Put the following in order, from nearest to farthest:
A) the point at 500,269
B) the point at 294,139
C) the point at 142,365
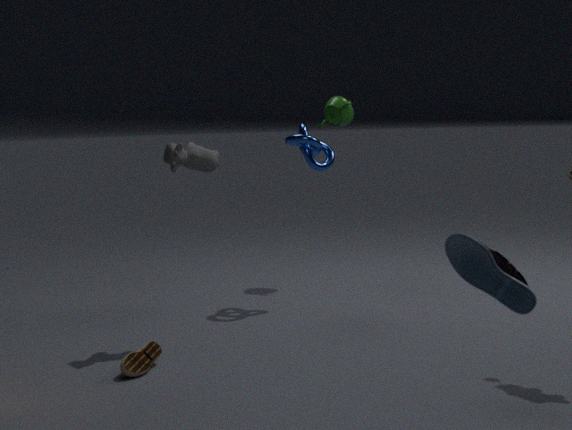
the point at 500,269 < the point at 142,365 < the point at 294,139
